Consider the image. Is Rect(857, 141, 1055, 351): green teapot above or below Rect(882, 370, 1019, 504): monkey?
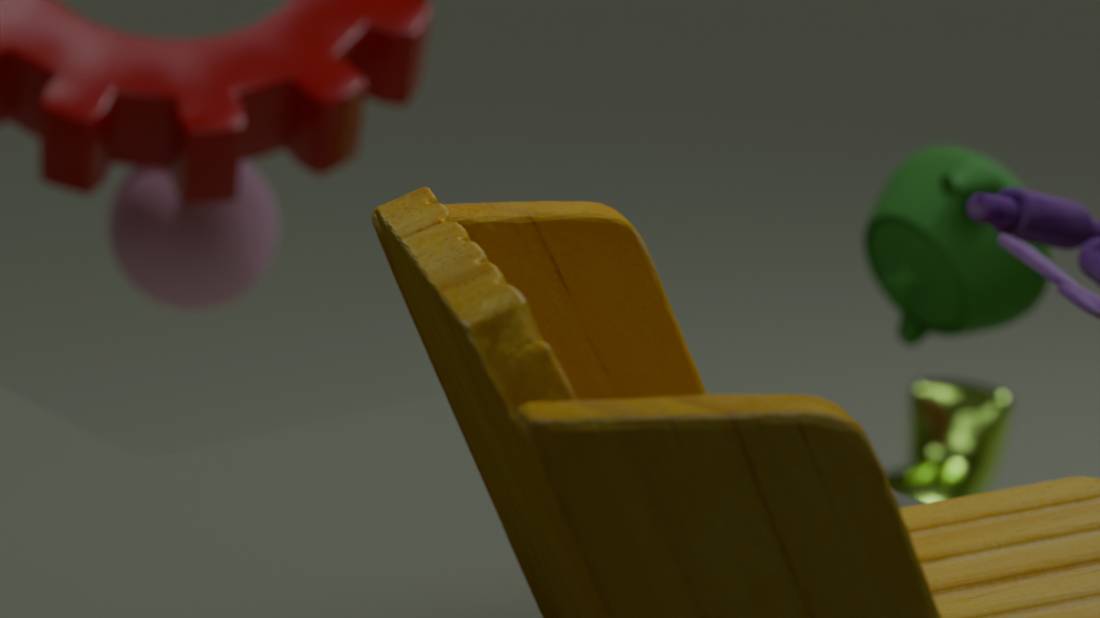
above
